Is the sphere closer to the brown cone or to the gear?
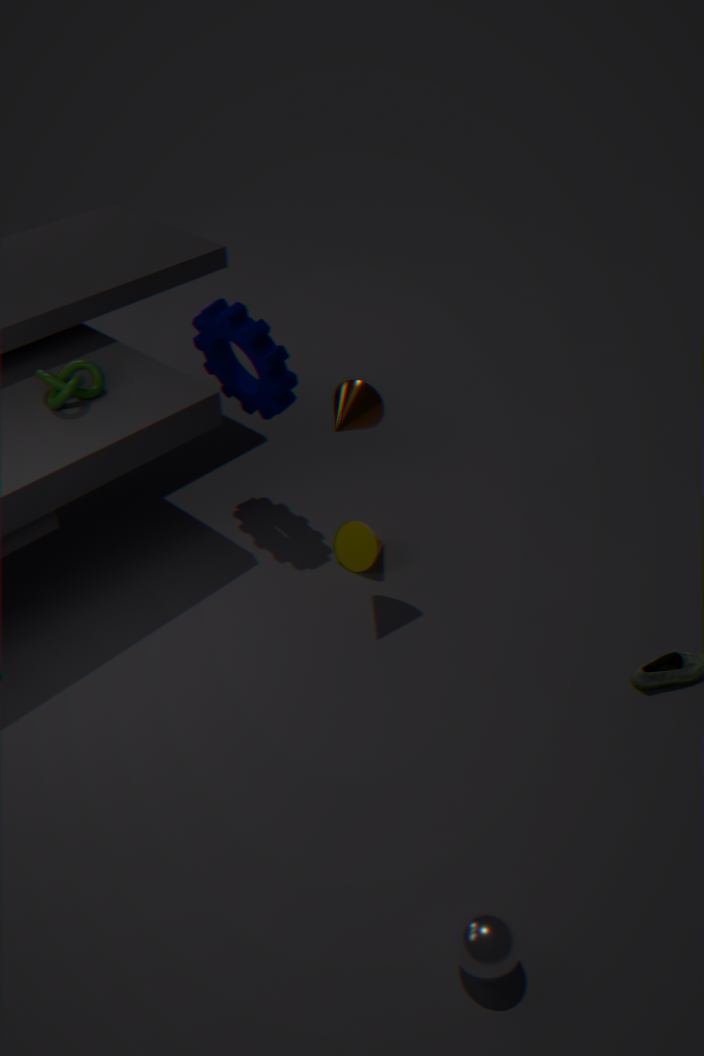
the brown cone
